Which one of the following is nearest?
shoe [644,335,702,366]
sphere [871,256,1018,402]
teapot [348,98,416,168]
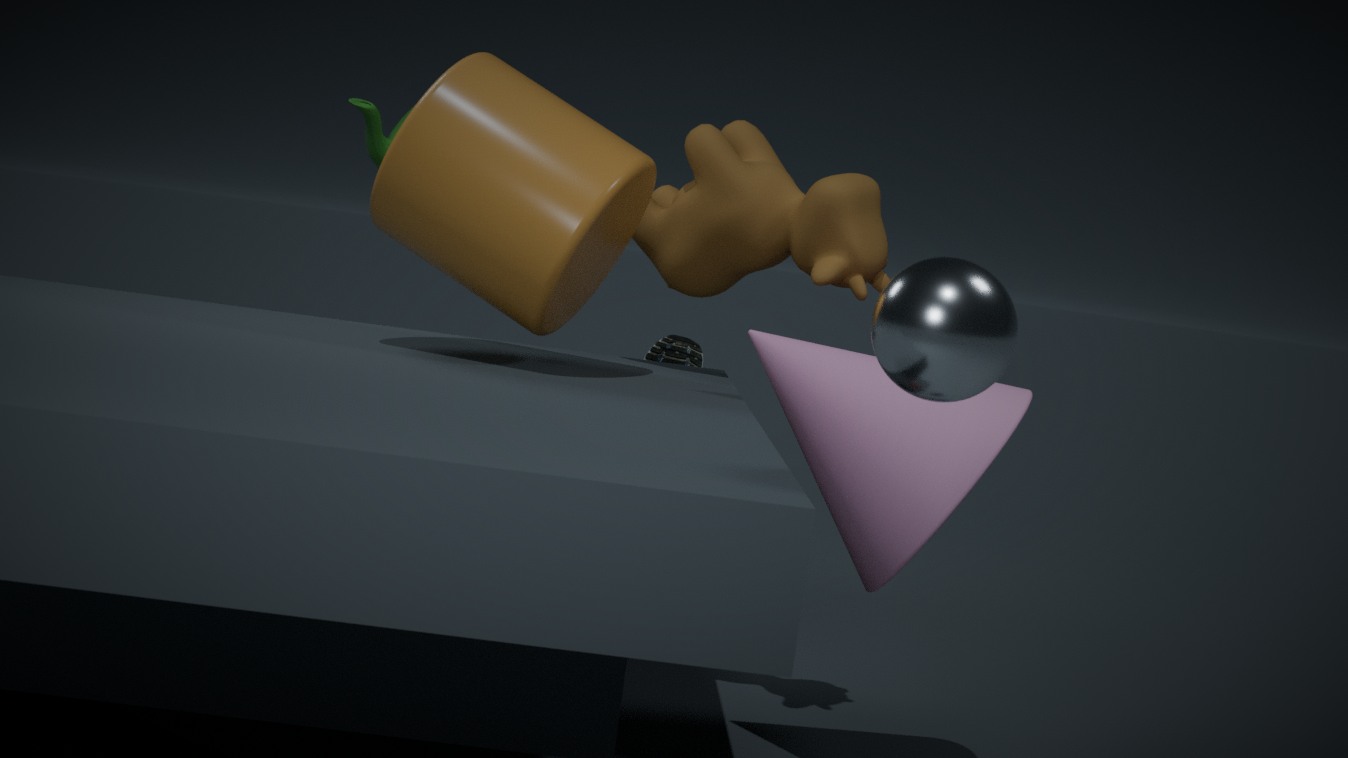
sphere [871,256,1018,402]
